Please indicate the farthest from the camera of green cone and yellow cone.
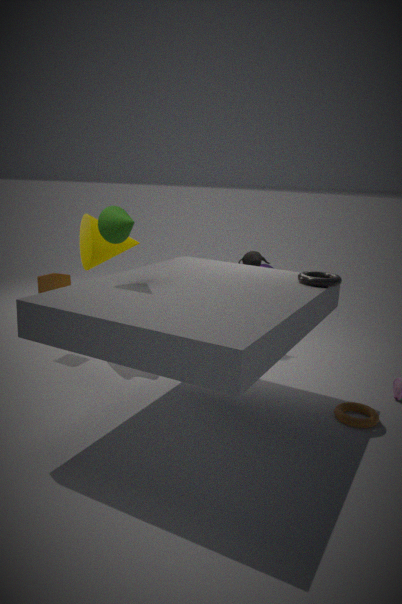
yellow cone
